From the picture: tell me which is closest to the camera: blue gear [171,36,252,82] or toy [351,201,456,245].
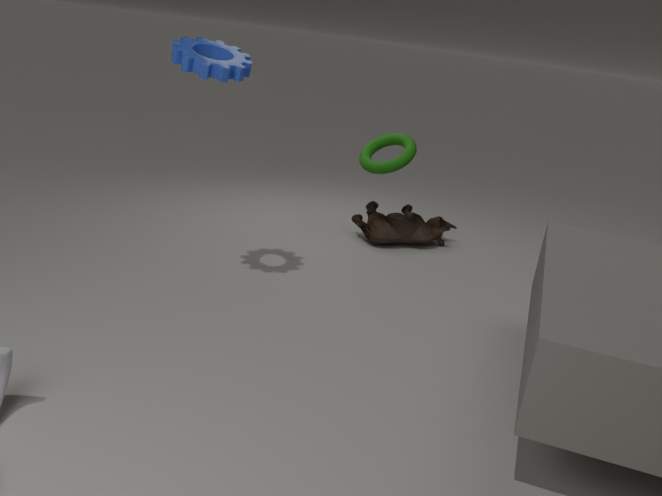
blue gear [171,36,252,82]
